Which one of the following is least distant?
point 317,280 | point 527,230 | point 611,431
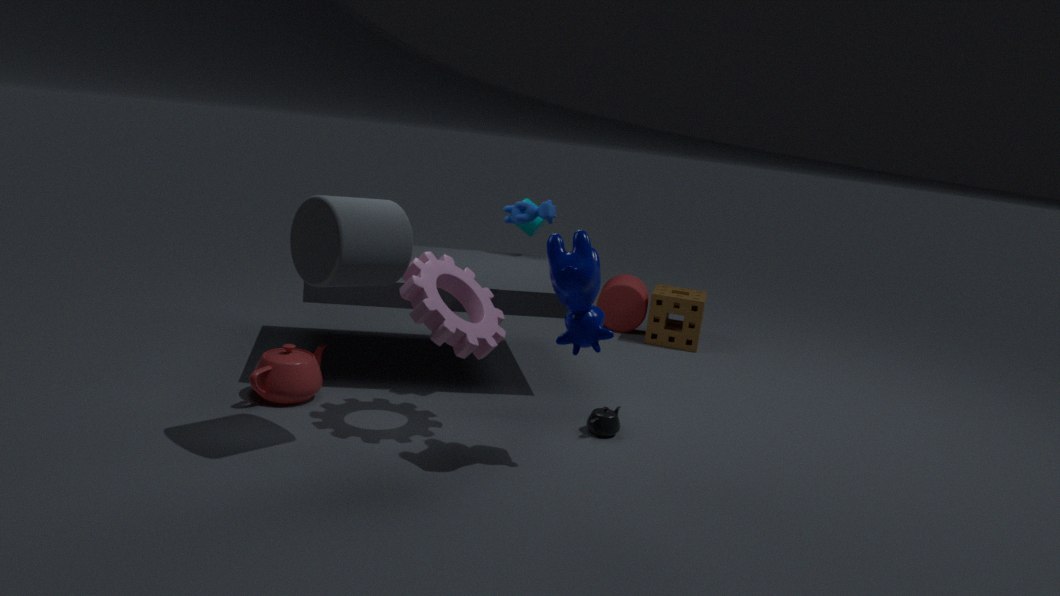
point 317,280
